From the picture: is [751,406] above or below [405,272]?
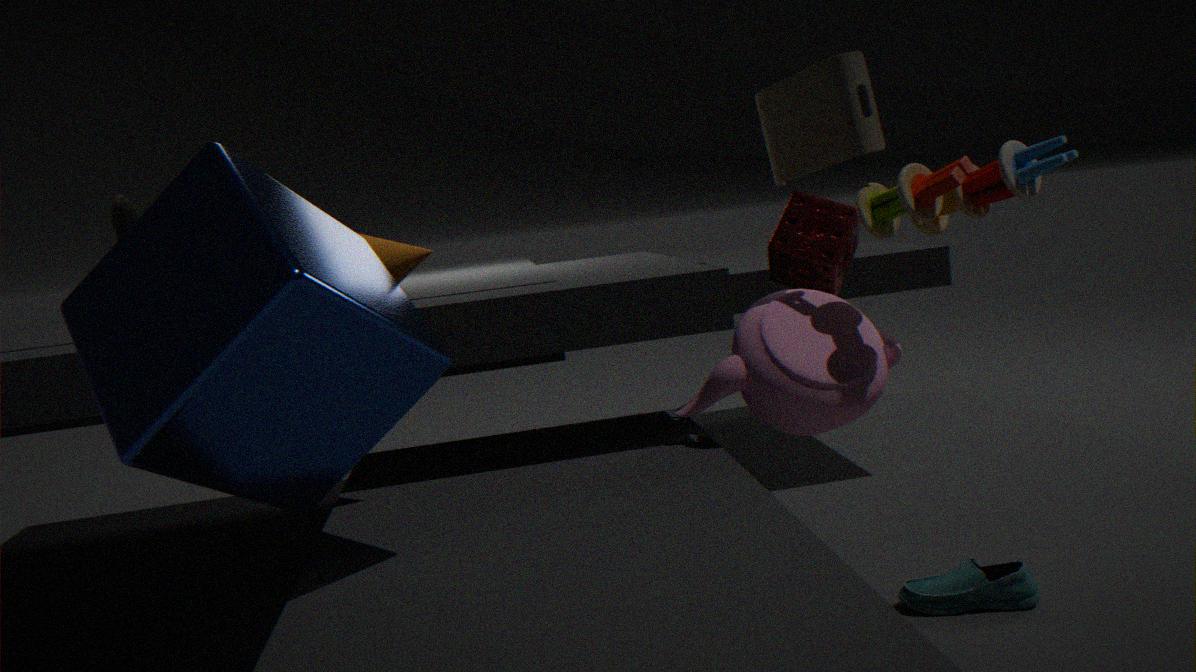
below
